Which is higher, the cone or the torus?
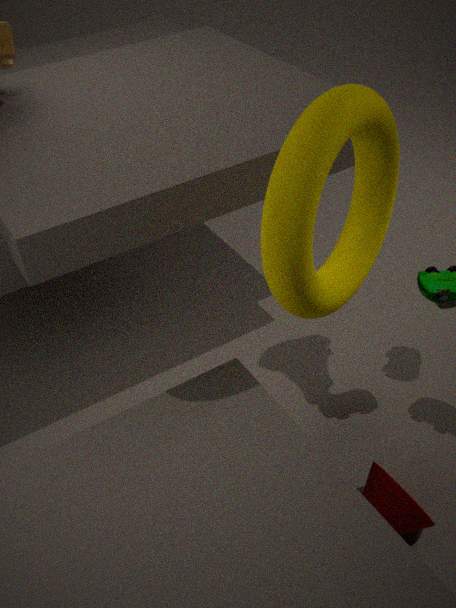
the torus
